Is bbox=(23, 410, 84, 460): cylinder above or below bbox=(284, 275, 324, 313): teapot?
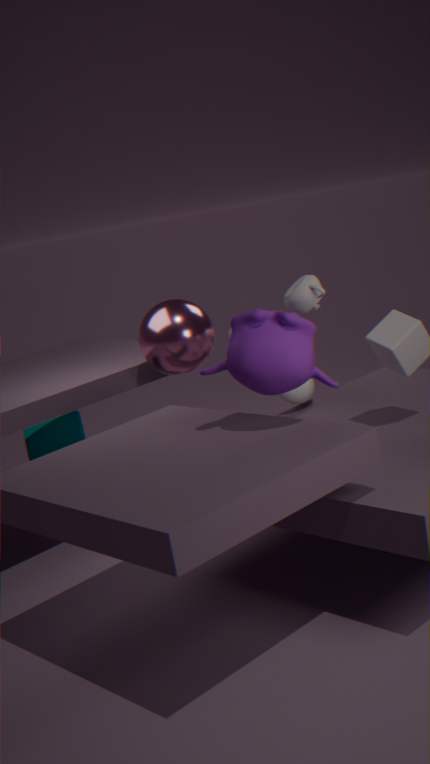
below
